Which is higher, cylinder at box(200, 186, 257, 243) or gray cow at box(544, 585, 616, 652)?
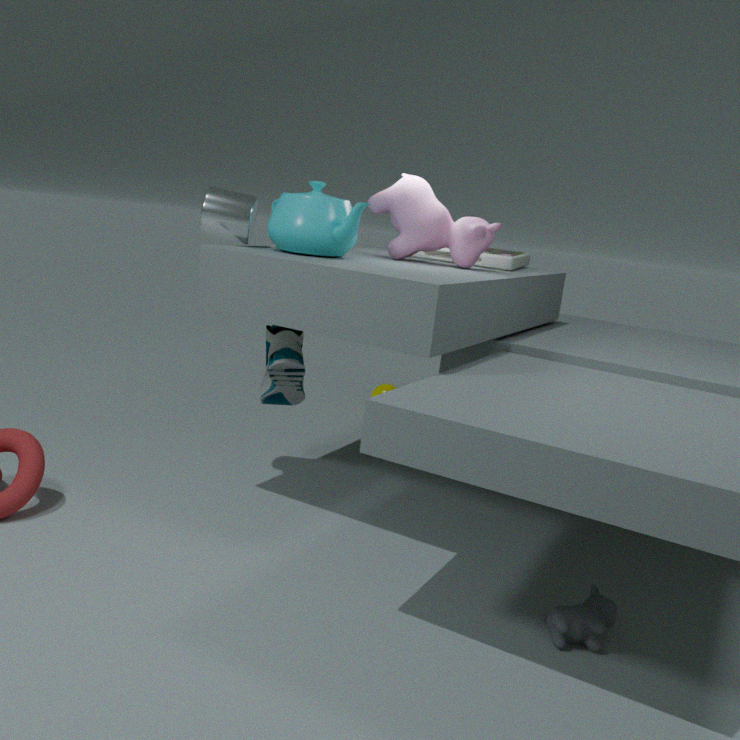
cylinder at box(200, 186, 257, 243)
